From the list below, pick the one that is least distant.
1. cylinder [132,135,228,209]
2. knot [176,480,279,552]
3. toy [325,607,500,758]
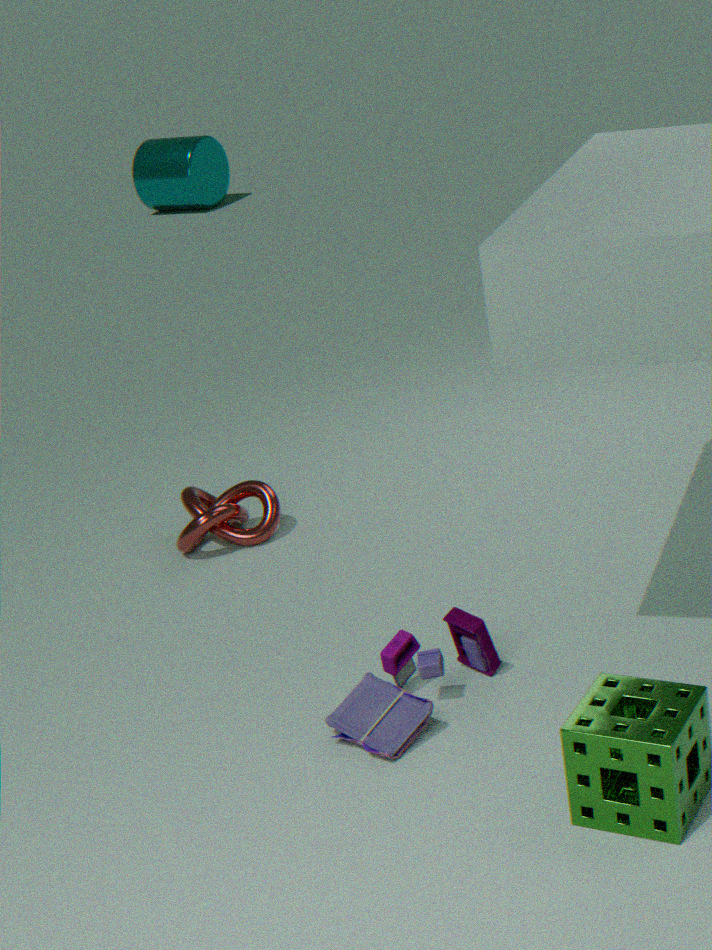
toy [325,607,500,758]
